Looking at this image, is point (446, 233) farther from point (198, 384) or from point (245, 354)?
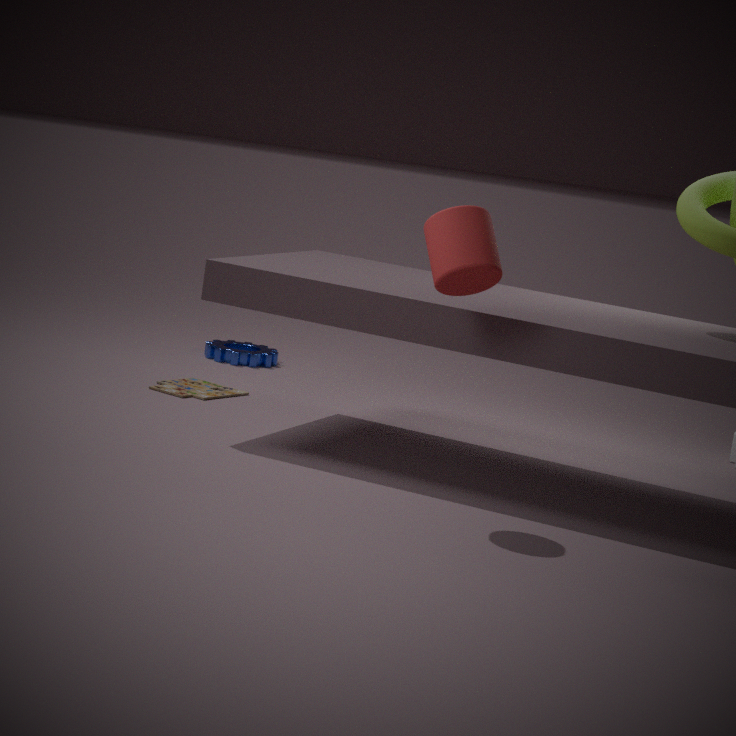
point (245, 354)
